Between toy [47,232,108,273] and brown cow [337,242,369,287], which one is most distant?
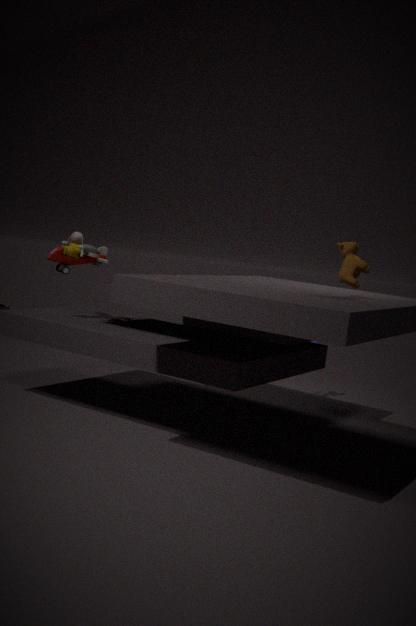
toy [47,232,108,273]
